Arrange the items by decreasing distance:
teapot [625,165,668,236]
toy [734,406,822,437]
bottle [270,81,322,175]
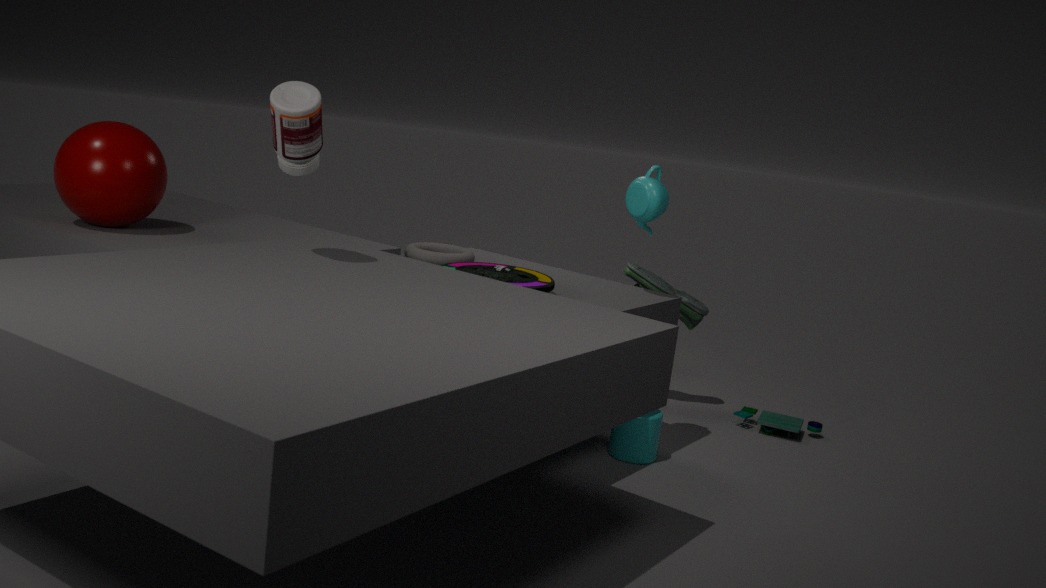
toy [734,406,822,437] < teapot [625,165,668,236] < bottle [270,81,322,175]
